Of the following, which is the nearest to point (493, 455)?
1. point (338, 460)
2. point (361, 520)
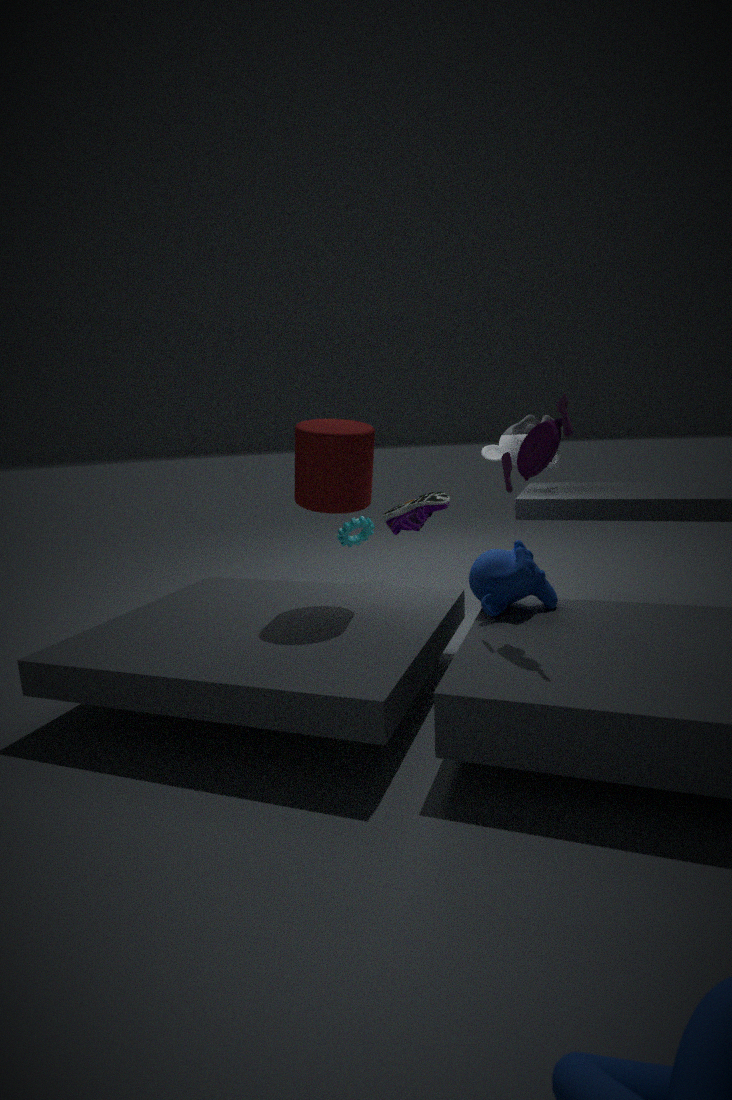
point (338, 460)
